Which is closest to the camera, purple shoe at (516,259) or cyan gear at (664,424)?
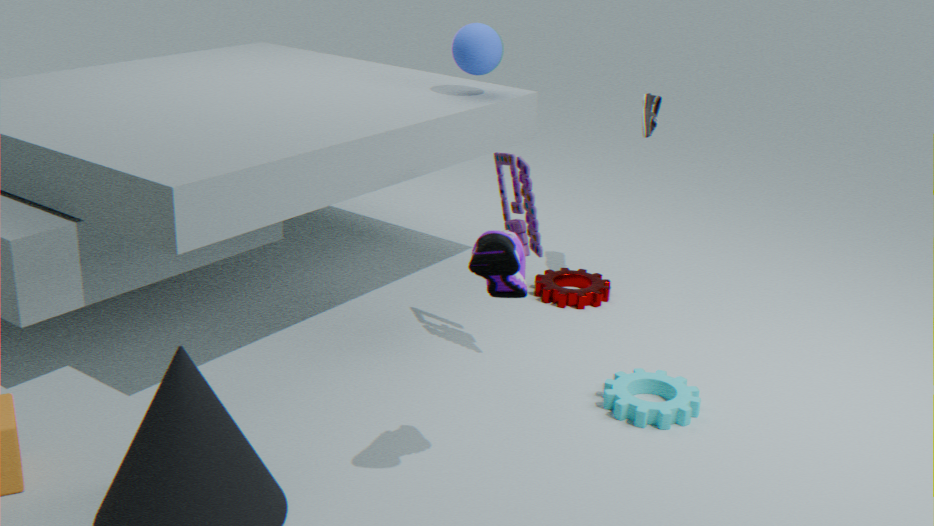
purple shoe at (516,259)
